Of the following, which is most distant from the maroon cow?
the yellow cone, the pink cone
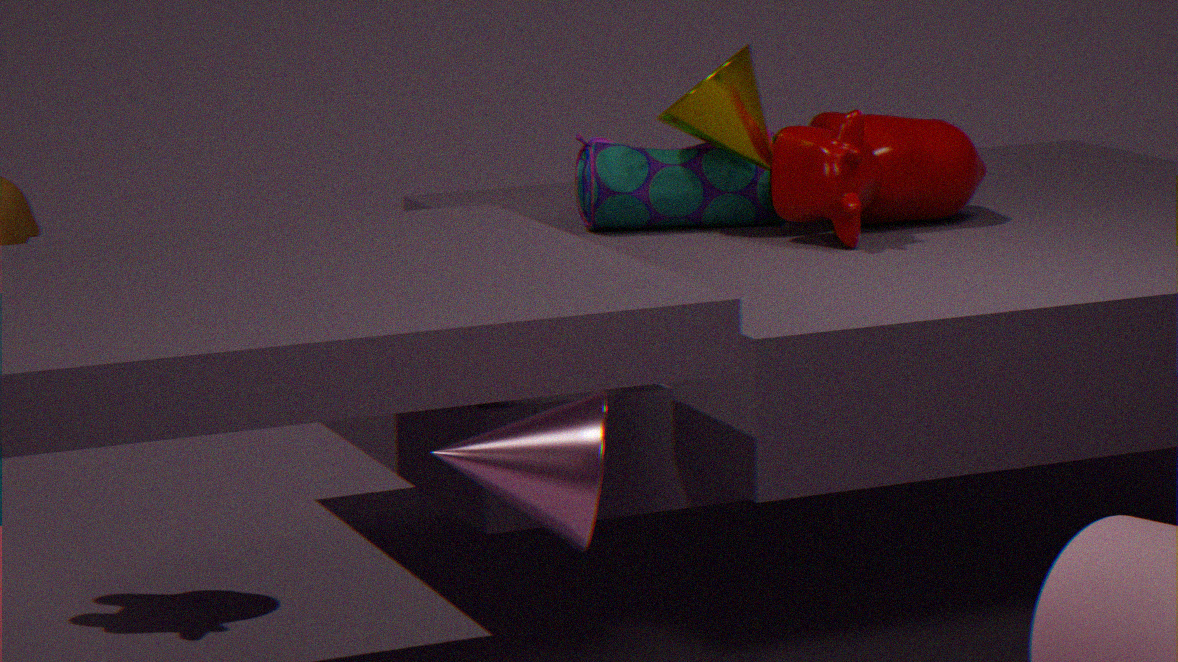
the pink cone
